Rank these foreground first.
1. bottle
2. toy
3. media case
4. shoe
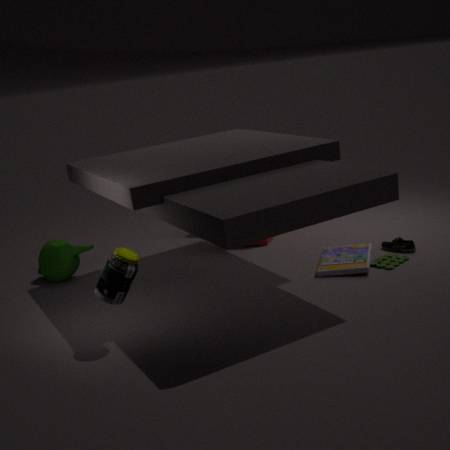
bottle < media case < toy < shoe
